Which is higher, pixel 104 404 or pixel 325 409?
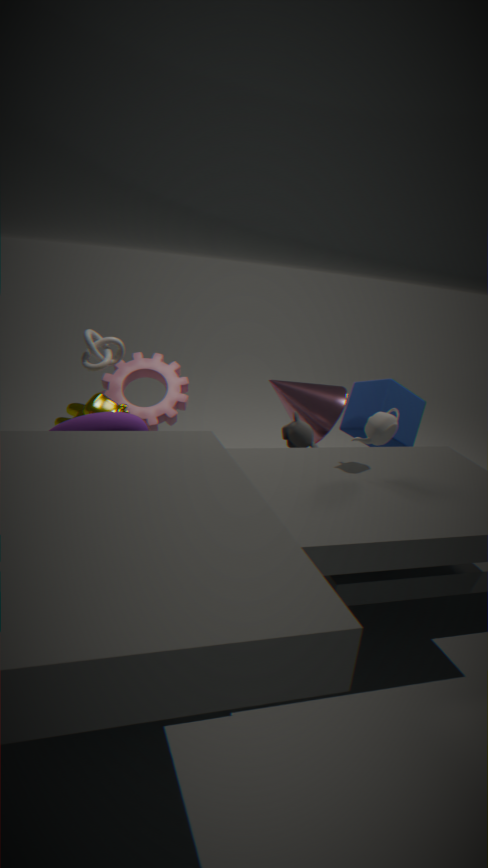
pixel 325 409
